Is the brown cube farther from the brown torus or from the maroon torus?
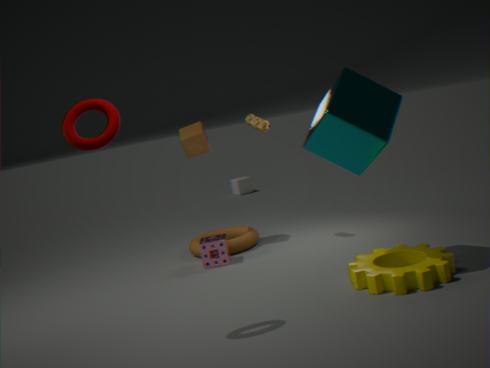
the maroon torus
